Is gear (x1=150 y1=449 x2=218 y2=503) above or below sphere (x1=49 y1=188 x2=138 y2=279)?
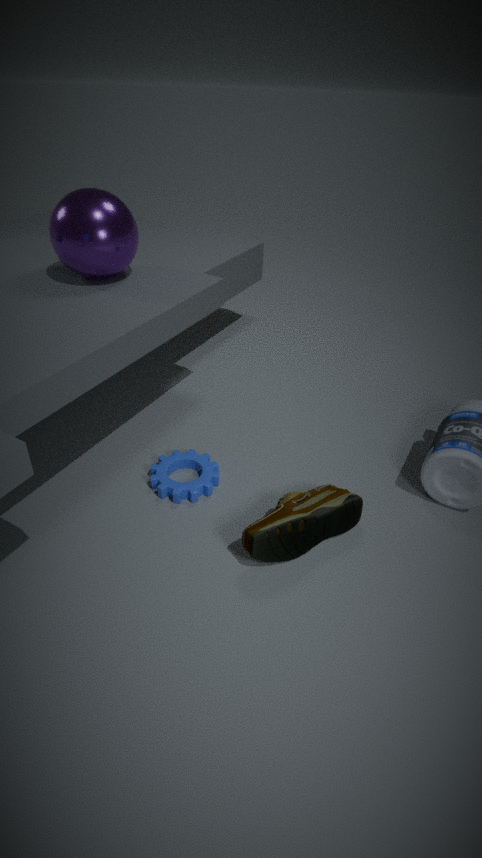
below
